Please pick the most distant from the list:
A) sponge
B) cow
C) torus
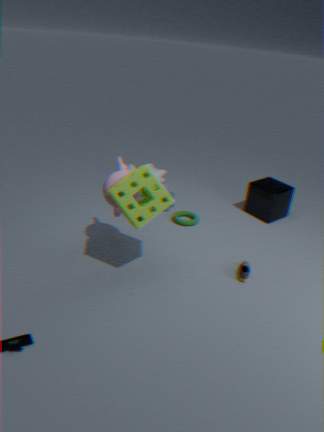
cow
